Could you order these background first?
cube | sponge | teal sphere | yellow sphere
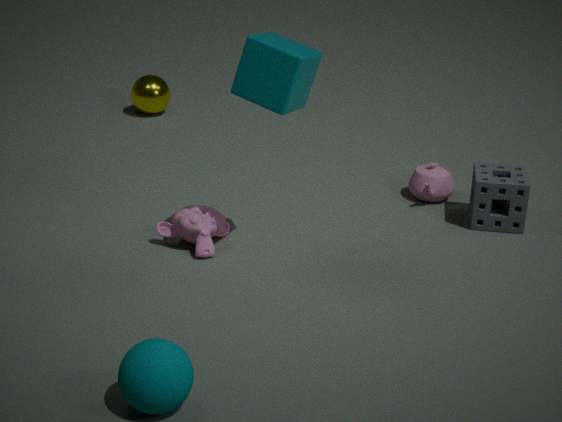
yellow sphere < sponge < cube < teal sphere
